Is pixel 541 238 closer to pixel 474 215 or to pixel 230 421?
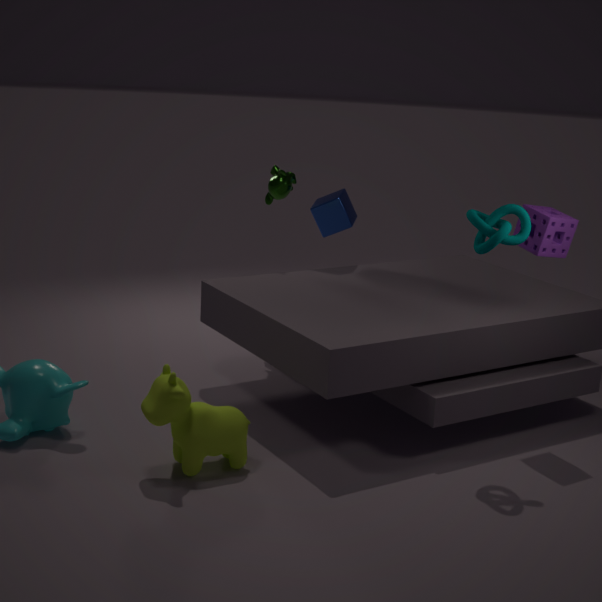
pixel 474 215
